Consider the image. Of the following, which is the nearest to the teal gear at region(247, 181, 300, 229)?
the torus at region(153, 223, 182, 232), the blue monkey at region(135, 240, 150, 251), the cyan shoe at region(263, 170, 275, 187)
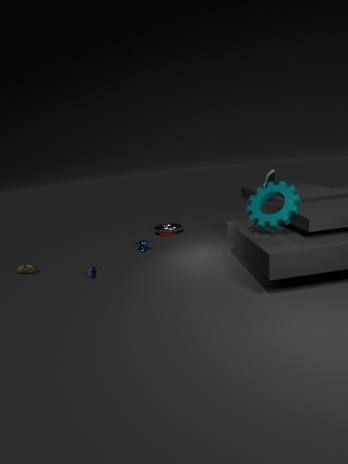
the cyan shoe at region(263, 170, 275, 187)
